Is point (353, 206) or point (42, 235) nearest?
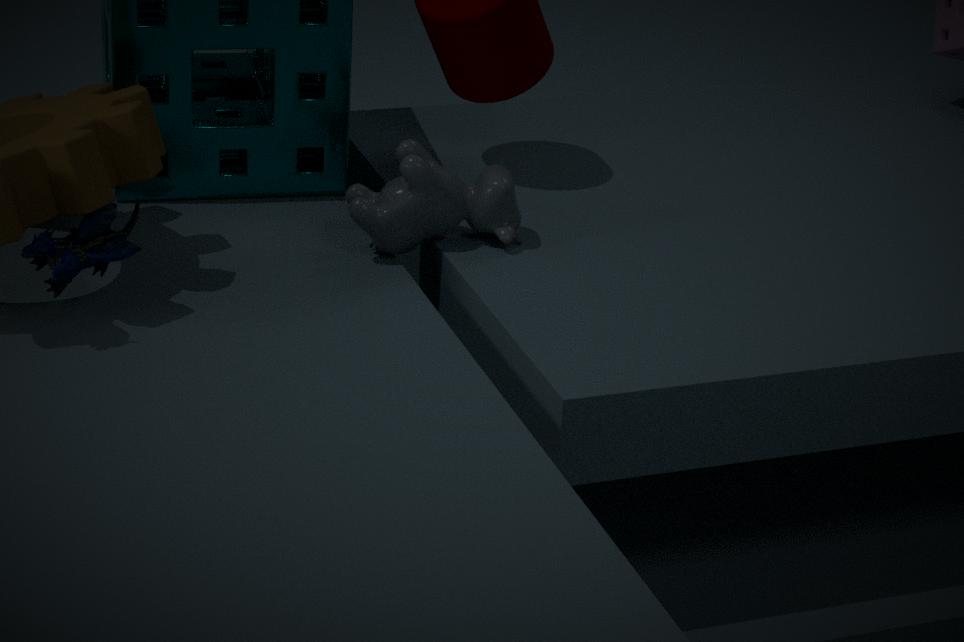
point (42, 235)
